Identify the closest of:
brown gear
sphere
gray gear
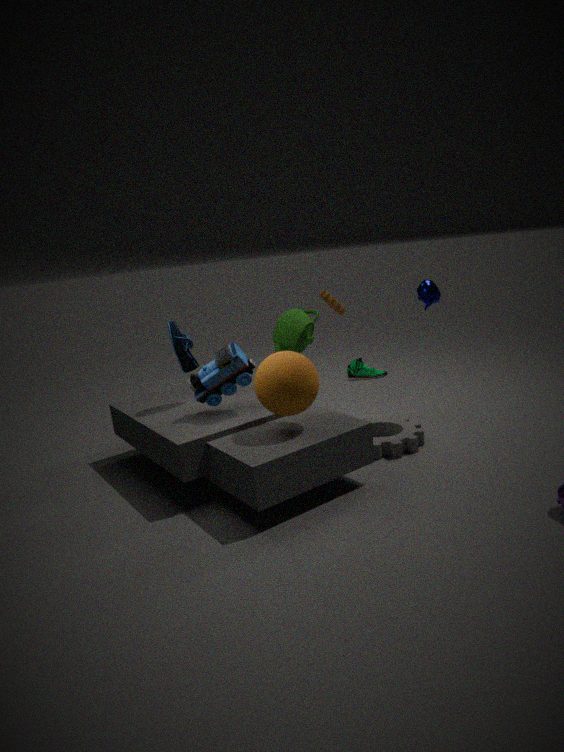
sphere
